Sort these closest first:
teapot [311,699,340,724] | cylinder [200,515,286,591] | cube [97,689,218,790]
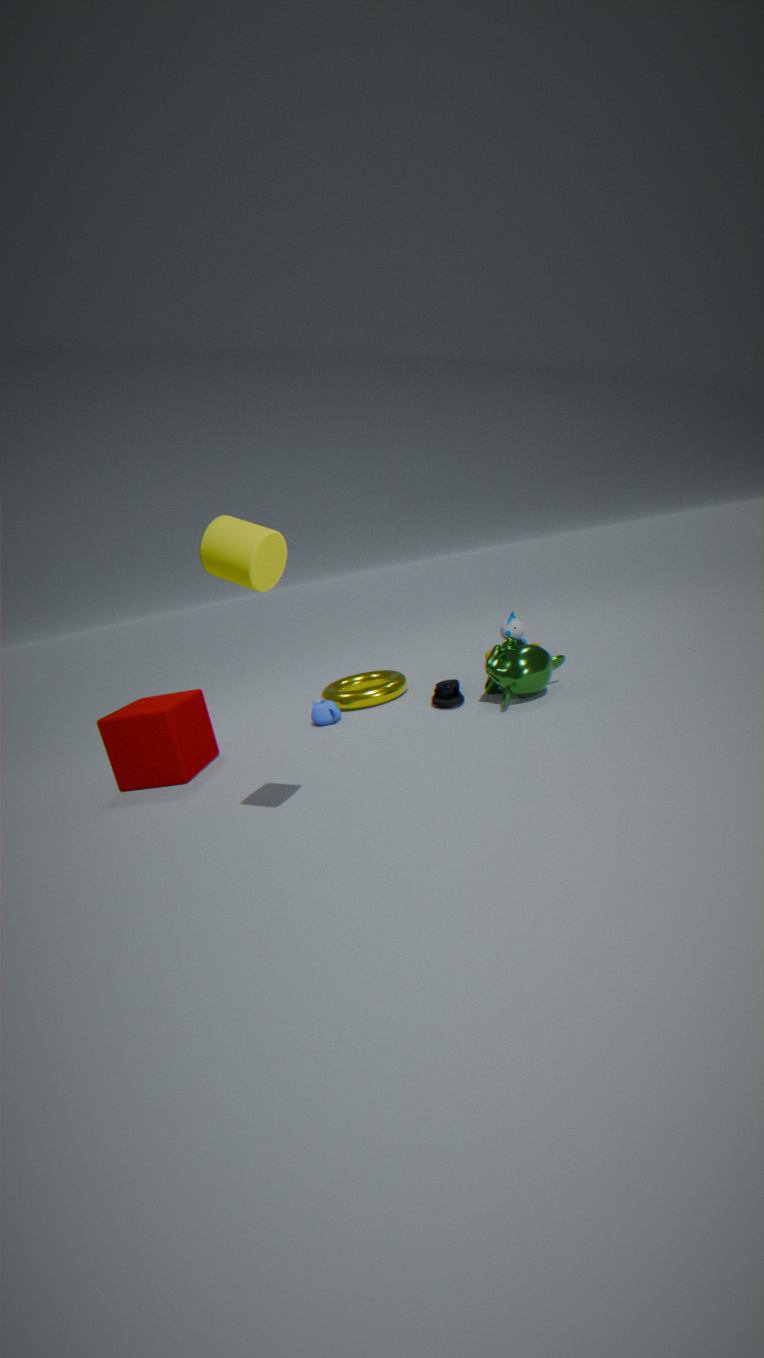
cylinder [200,515,286,591] → cube [97,689,218,790] → teapot [311,699,340,724]
